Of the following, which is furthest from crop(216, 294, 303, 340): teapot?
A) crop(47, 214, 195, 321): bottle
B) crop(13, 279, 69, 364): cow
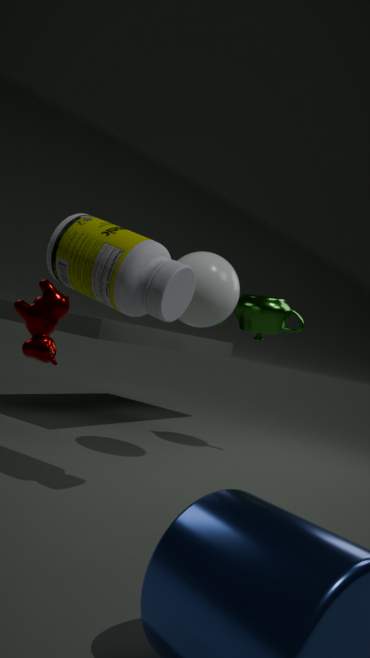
crop(13, 279, 69, 364): cow
